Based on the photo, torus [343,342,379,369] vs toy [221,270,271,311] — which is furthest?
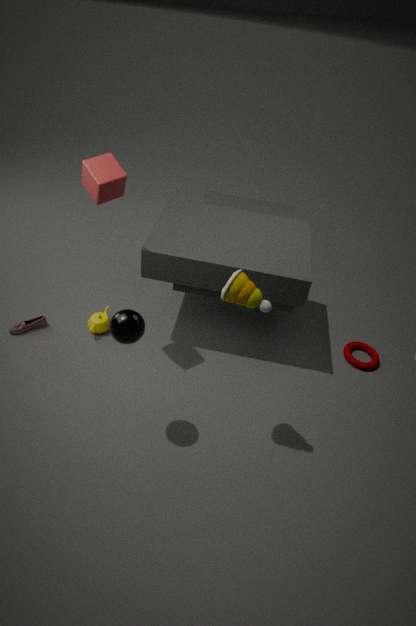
torus [343,342,379,369]
